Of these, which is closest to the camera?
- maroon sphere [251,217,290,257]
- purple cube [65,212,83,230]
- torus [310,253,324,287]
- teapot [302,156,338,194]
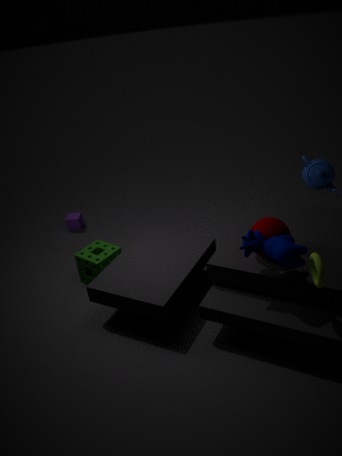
torus [310,253,324,287]
